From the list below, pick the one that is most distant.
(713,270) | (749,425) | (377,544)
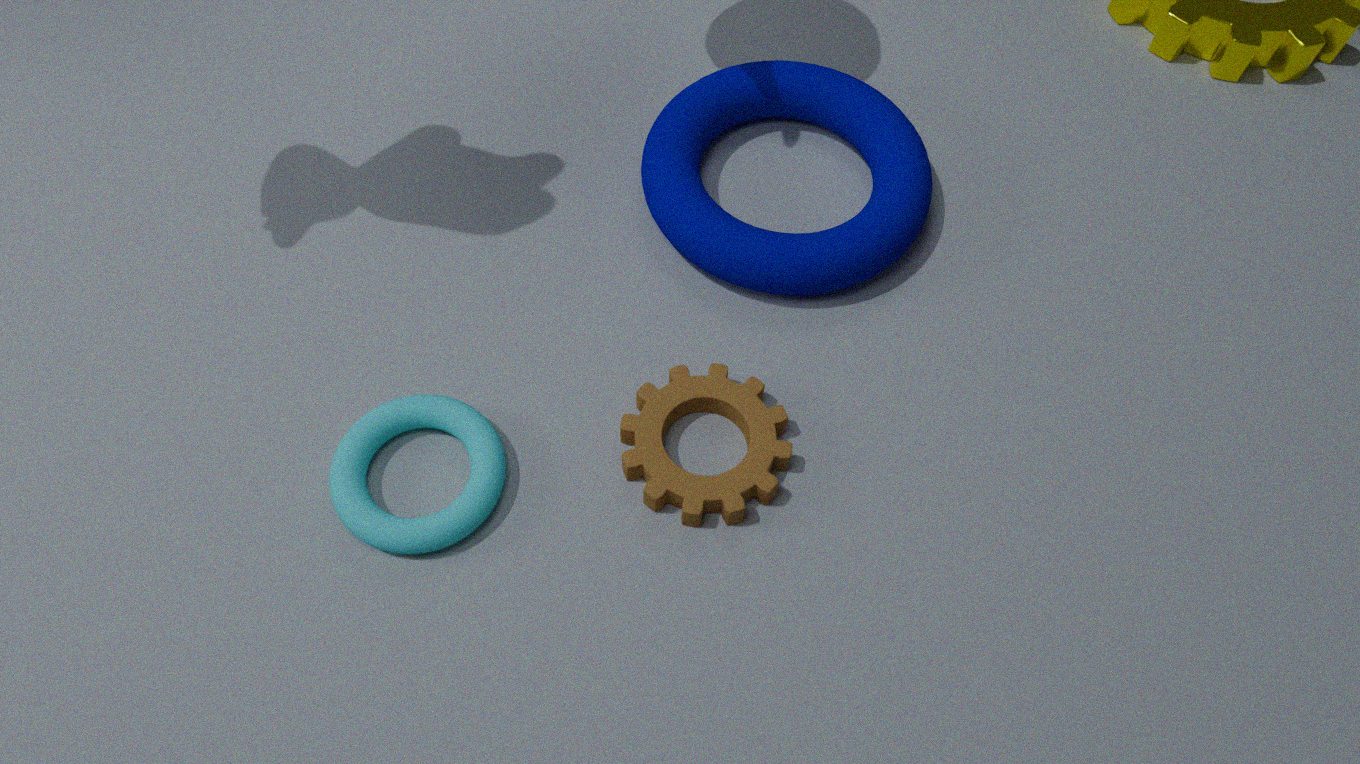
(713,270)
